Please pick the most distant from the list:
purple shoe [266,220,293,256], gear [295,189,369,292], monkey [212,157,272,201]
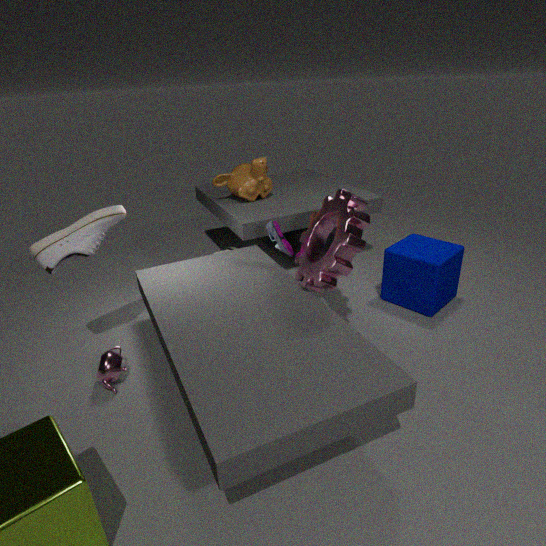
monkey [212,157,272,201]
